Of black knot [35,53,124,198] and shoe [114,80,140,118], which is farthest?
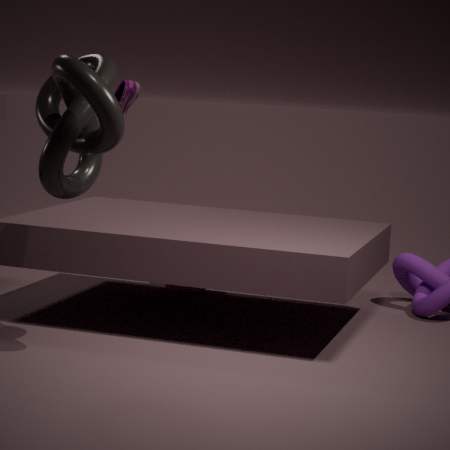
shoe [114,80,140,118]
